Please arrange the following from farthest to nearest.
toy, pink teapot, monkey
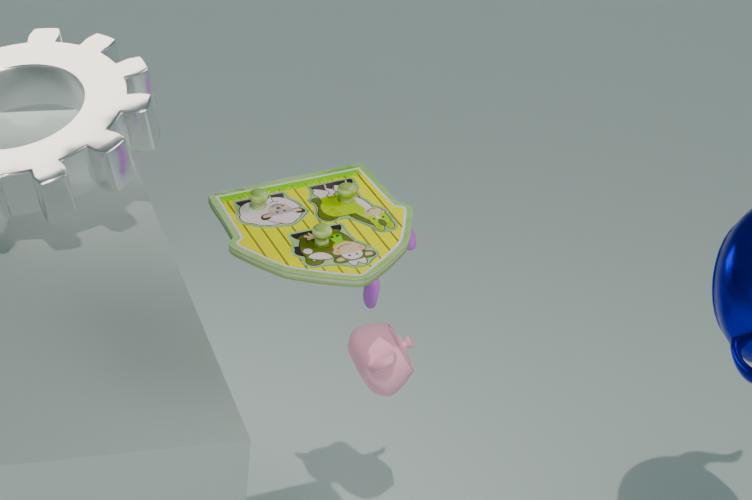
1. pink teapot
2. monkey
3. toy
